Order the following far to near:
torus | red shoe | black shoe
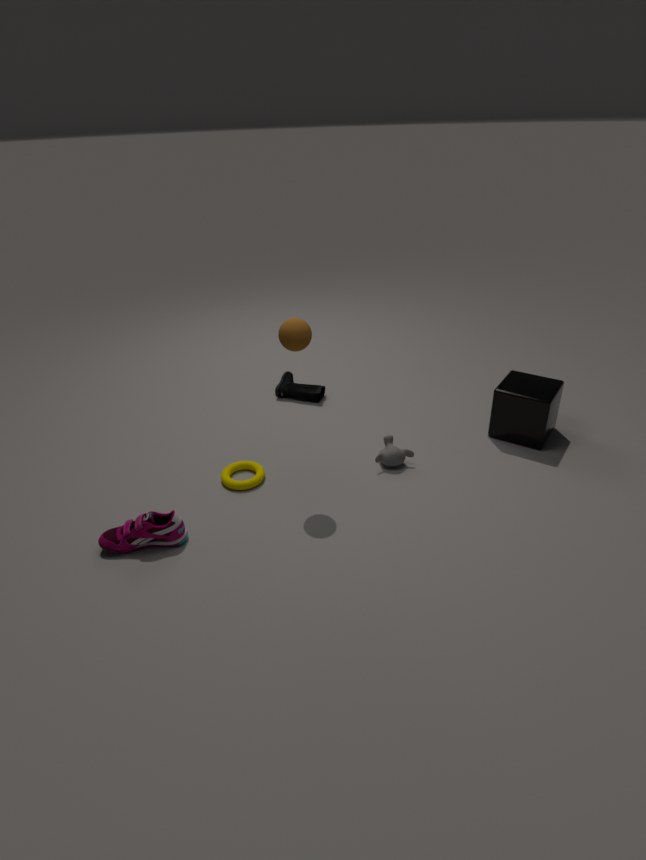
black shoe
torus
red shoe
